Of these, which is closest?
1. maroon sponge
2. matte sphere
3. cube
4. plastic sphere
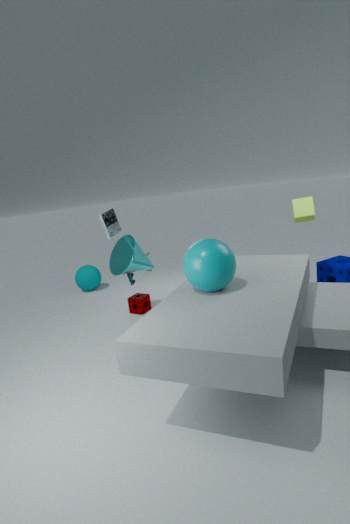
plastic sphere
